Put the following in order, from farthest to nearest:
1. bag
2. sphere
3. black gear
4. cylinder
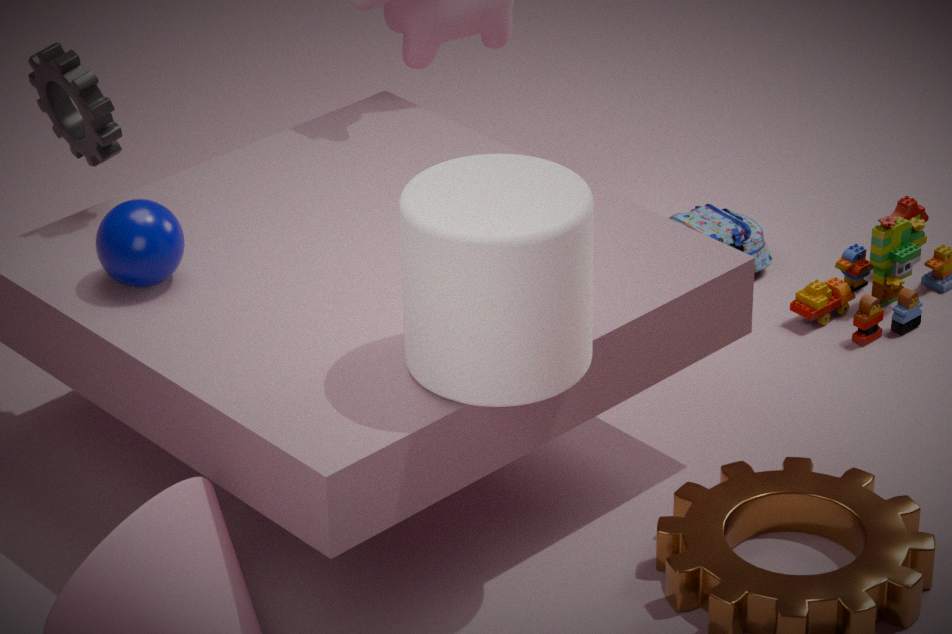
bag
black gear
sphere
cylinder
